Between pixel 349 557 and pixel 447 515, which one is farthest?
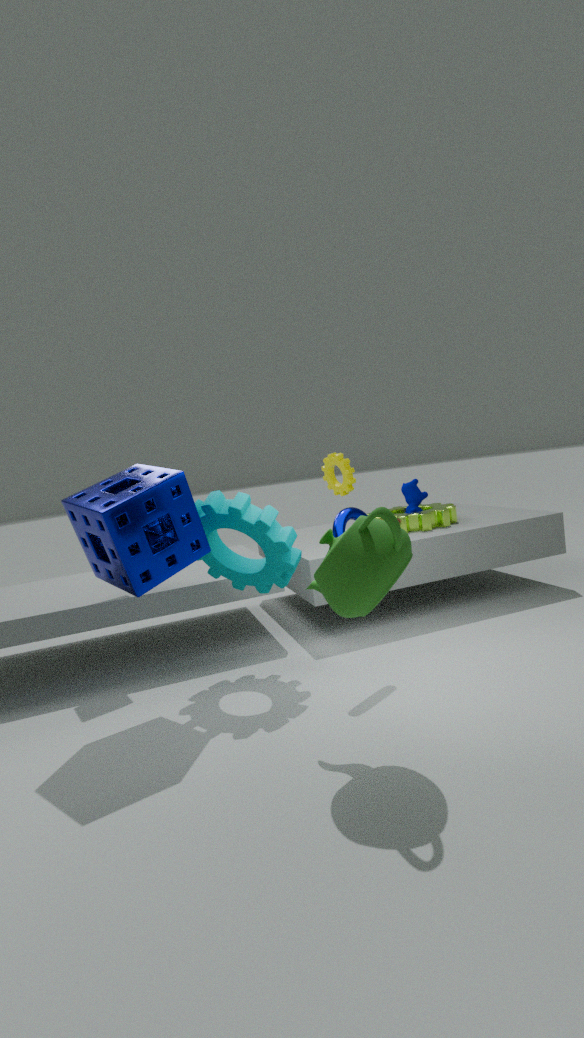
pixel 447 515
